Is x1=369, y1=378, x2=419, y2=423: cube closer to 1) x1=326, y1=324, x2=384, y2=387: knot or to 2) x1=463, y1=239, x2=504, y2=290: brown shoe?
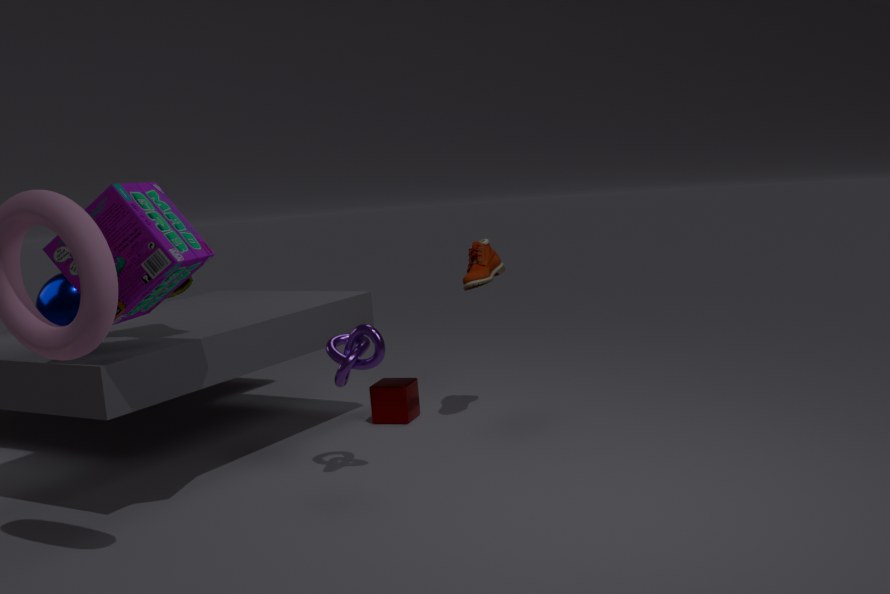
2) x1=463, y1=239, x2=504, y2=290: brown shoe
